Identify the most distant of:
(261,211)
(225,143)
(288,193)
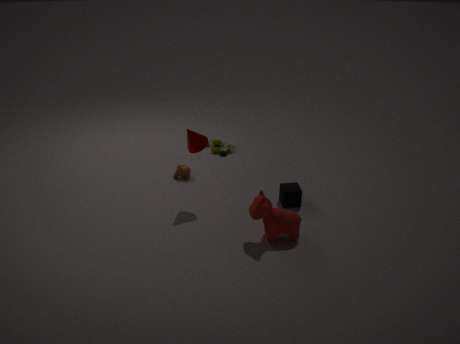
(225,143)
